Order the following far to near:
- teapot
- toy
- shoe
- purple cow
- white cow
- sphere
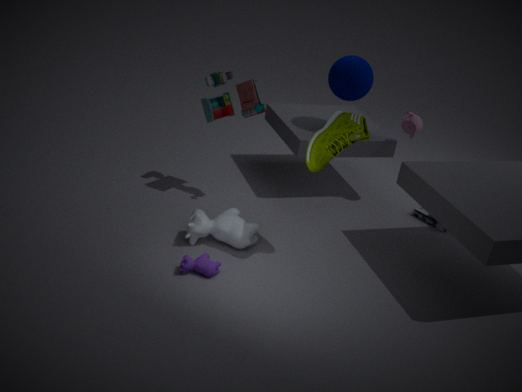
teapot
sphere
toy
white cow
purple cow
shoe
